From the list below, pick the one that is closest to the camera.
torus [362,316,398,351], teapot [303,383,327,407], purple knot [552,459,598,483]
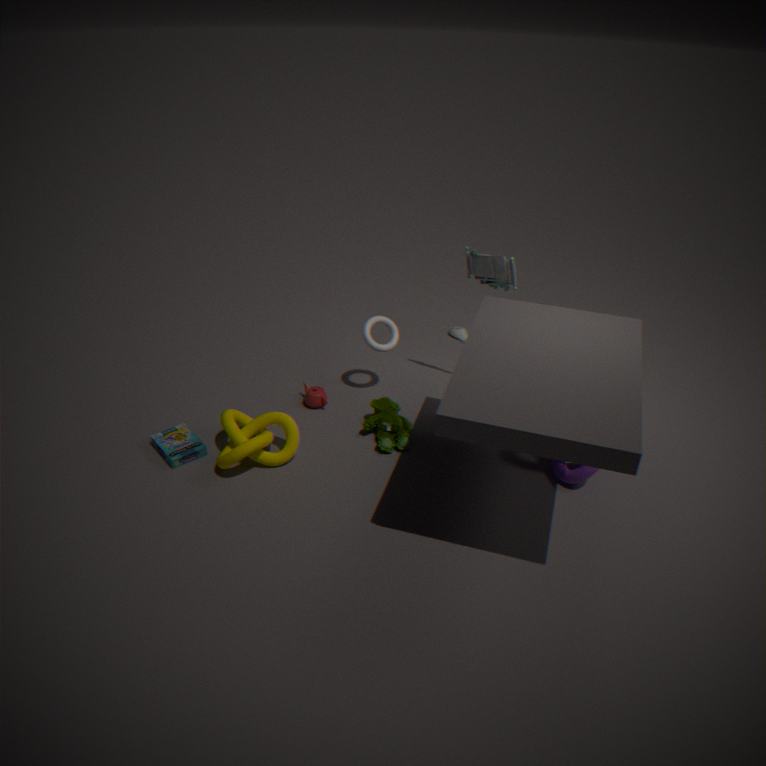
purple knot [552,459,598,483]
